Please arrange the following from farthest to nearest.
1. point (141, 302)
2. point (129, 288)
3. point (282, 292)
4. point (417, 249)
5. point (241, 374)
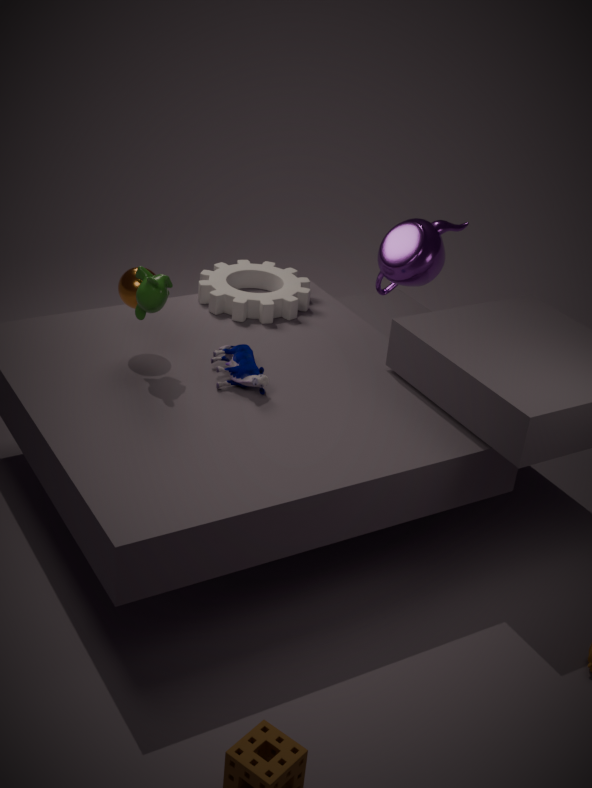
point (282, 292) → point (417, 249) → point (129, 288) → point (241, 374) → point (141, 302)
